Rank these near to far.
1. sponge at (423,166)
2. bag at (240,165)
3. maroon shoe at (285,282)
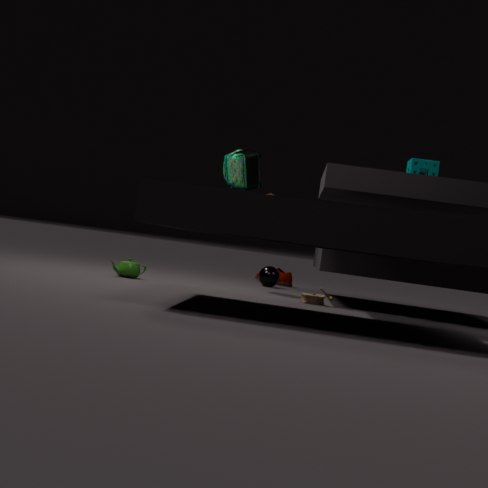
1. sponge at (423,166)
2. bag at (240,165)
3. maroon shoe at (285,282)
